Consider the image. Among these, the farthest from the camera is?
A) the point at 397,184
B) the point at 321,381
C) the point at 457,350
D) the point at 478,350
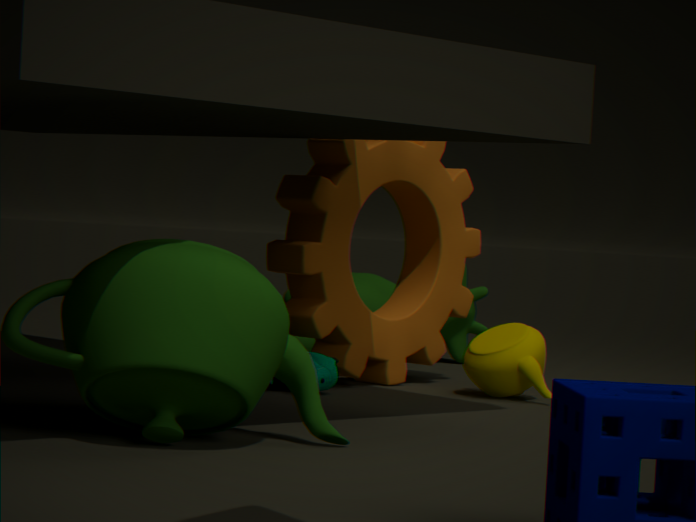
the point at 457,350
